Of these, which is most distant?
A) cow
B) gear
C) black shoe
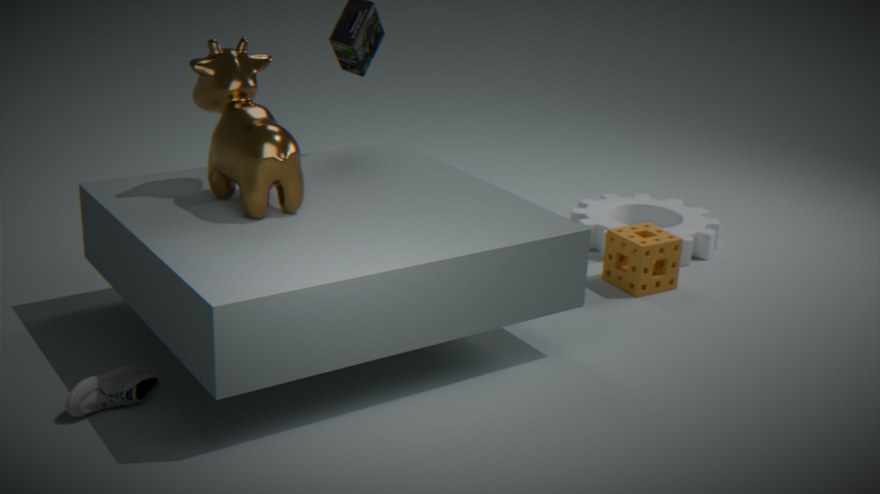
gear
